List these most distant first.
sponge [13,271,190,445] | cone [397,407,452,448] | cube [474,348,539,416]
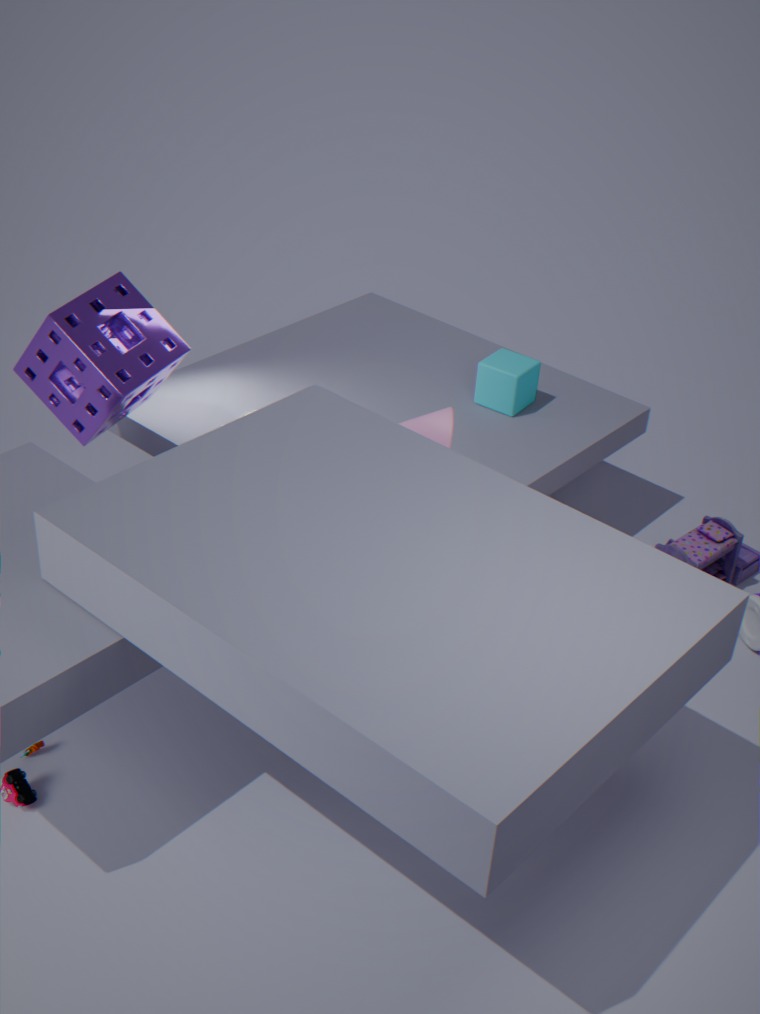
cube [474,348,539,416] < sponge [13,271,190,445] < cone [397,407,452,448]
